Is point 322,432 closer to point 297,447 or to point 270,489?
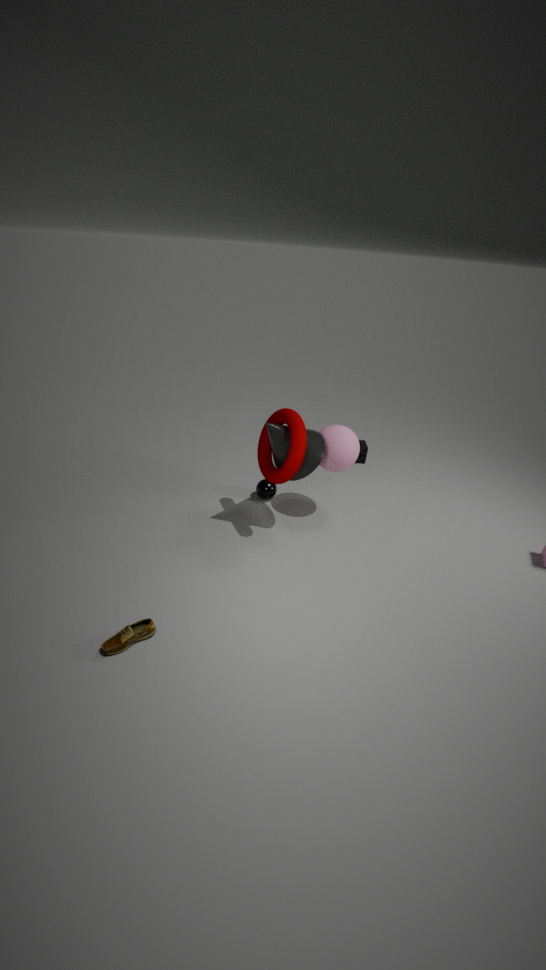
point 297,447
